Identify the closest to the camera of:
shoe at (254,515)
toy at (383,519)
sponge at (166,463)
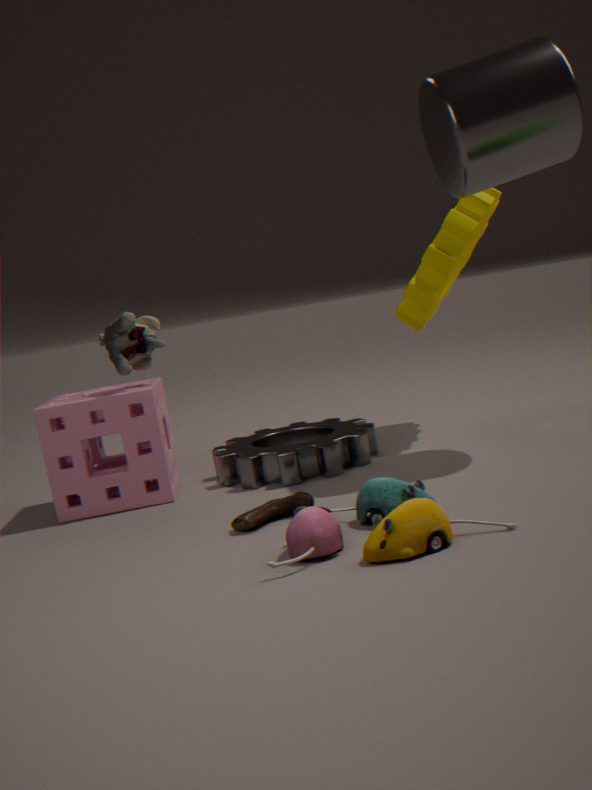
toy at (383,519)
